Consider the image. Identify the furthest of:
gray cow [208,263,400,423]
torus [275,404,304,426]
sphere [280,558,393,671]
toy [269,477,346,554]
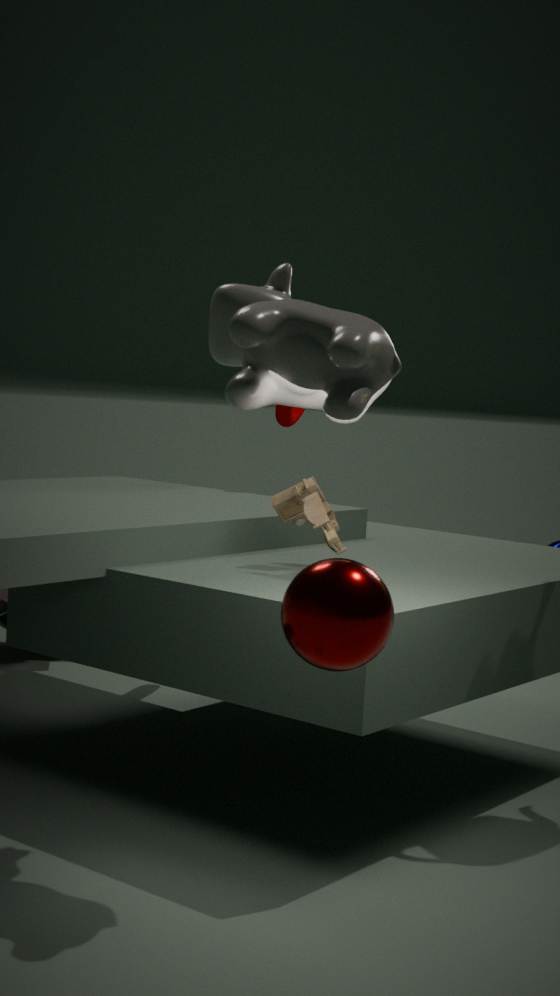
torus [275,404,304,426]
